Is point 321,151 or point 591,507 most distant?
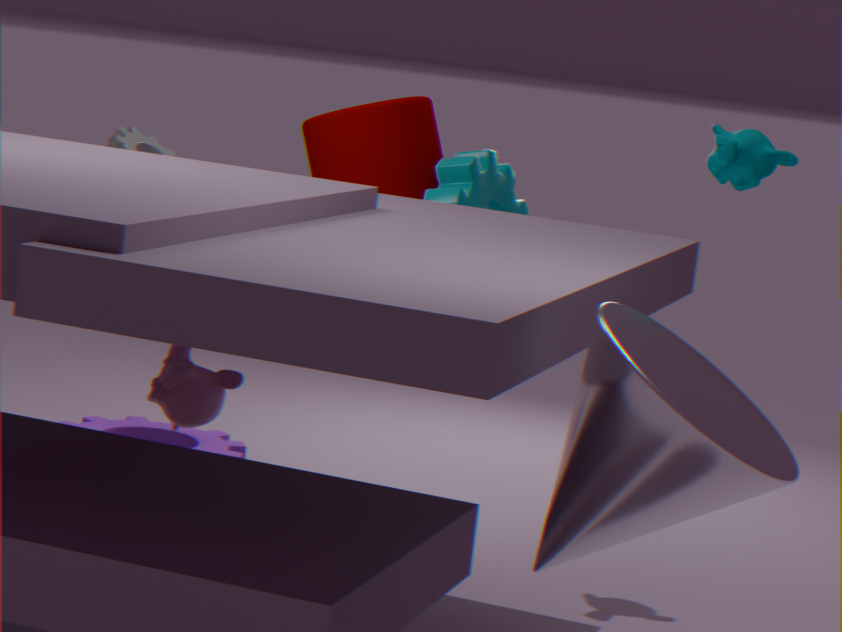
point 321,151
